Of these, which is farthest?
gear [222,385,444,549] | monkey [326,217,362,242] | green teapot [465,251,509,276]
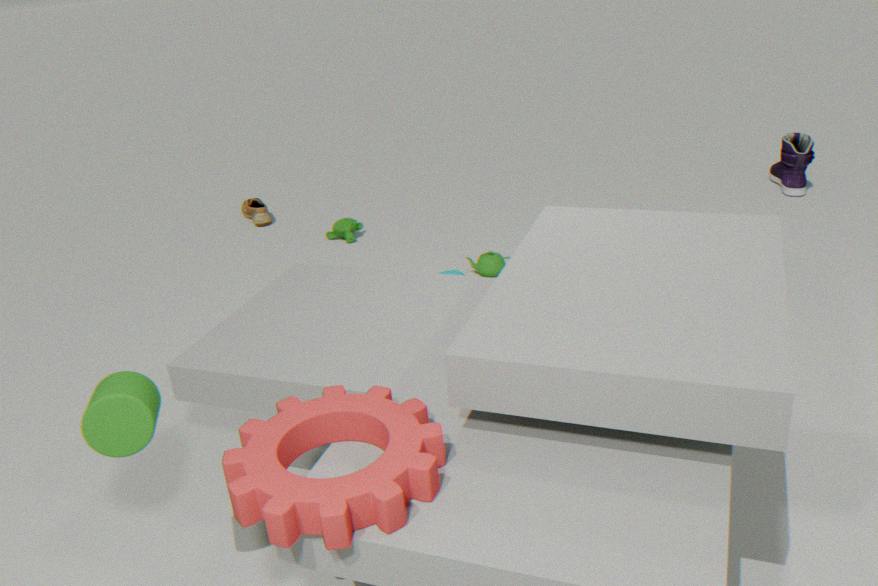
monkey [326,217,362,242]
